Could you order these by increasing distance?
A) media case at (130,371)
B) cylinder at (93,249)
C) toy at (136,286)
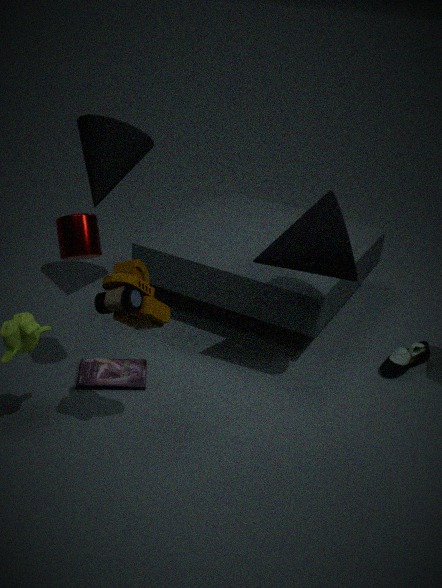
toy at (136,286)
cylinder at (93,249)
media case at (130,371)
